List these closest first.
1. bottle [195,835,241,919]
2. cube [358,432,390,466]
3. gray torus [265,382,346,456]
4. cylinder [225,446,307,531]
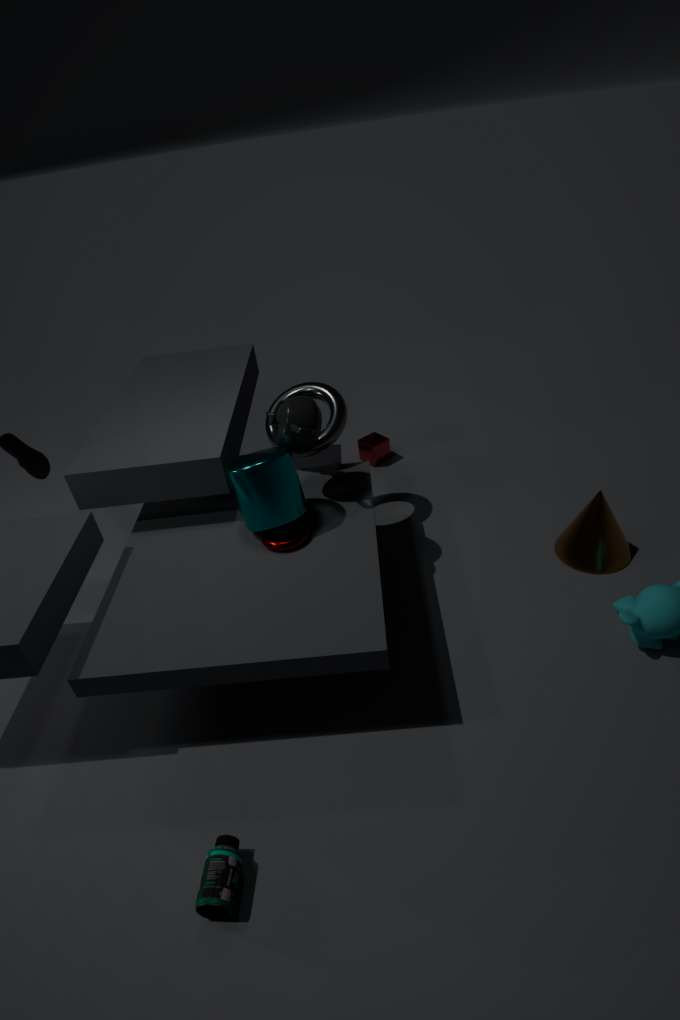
bottle [195,835,241,919] → cylinder [225,446,307,531] → gray torus [265,382,346,456] → cube [358,432,390,466]
